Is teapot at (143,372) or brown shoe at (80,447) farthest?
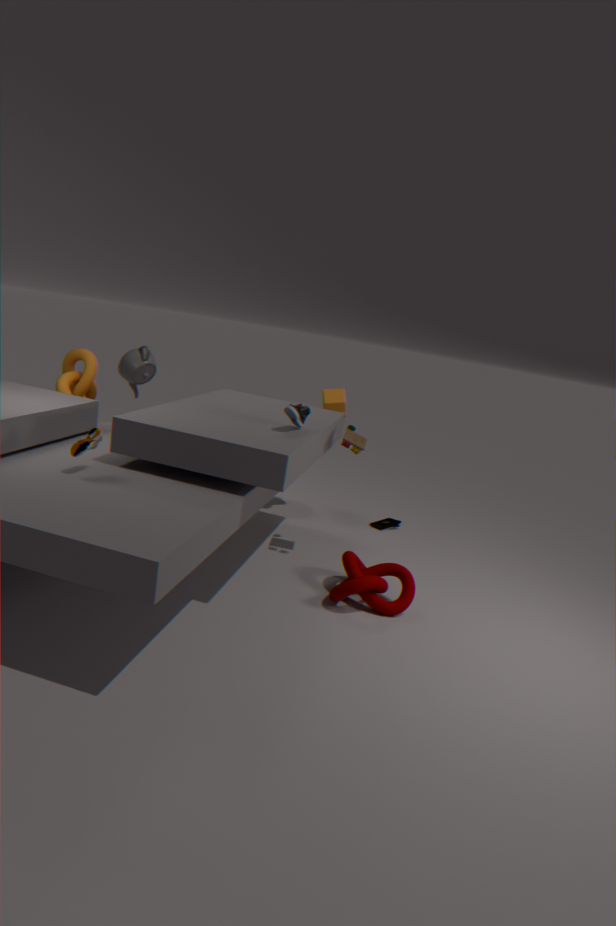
teapot at (143,372)
